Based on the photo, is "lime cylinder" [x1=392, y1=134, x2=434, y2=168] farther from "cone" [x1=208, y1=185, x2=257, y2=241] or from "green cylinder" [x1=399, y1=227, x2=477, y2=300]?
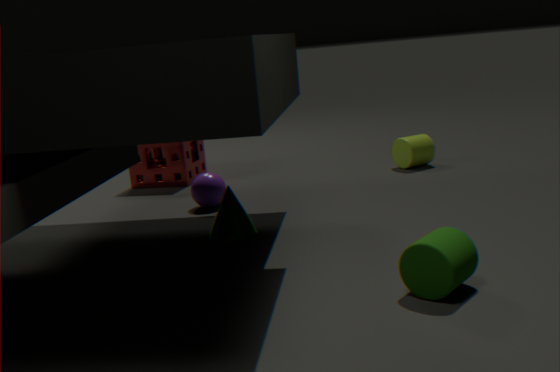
"green cylinder" [x1=399, y1=227, x2=477, y2=300]
